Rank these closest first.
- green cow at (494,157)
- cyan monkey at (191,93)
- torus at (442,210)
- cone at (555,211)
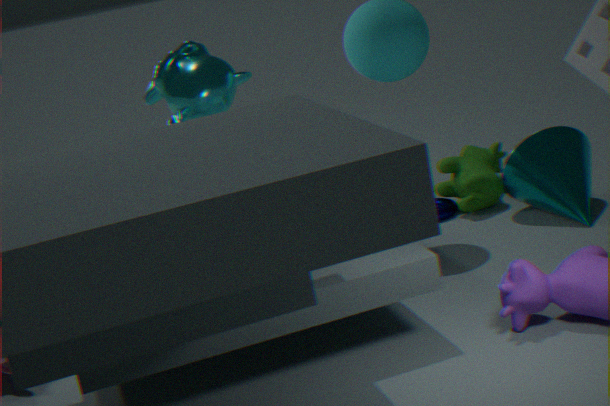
cyan monkey at (191,93) → cone at (555,211) → green cow at (494,157) → torus at (442,210)
